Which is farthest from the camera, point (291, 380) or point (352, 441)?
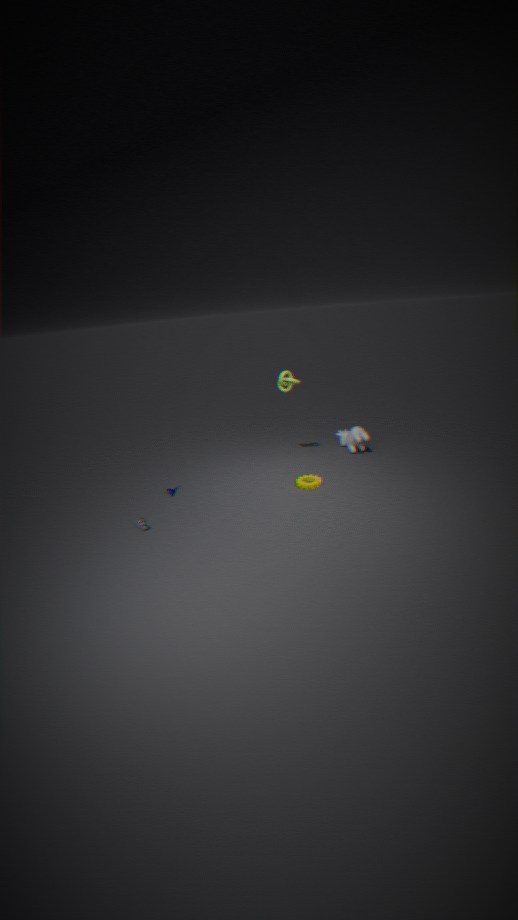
point (352, 441)
